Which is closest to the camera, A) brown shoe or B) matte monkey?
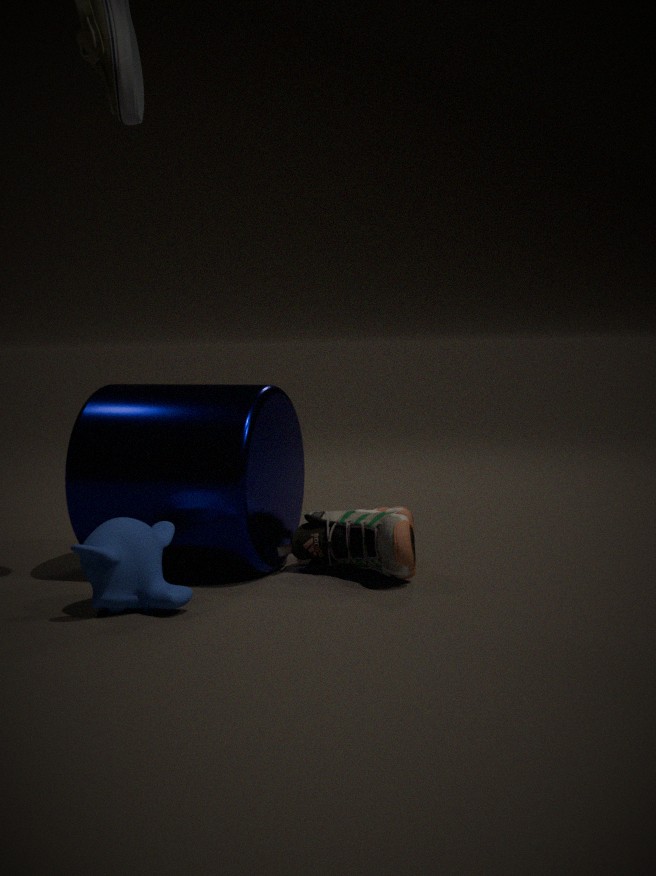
B. matte monkey
